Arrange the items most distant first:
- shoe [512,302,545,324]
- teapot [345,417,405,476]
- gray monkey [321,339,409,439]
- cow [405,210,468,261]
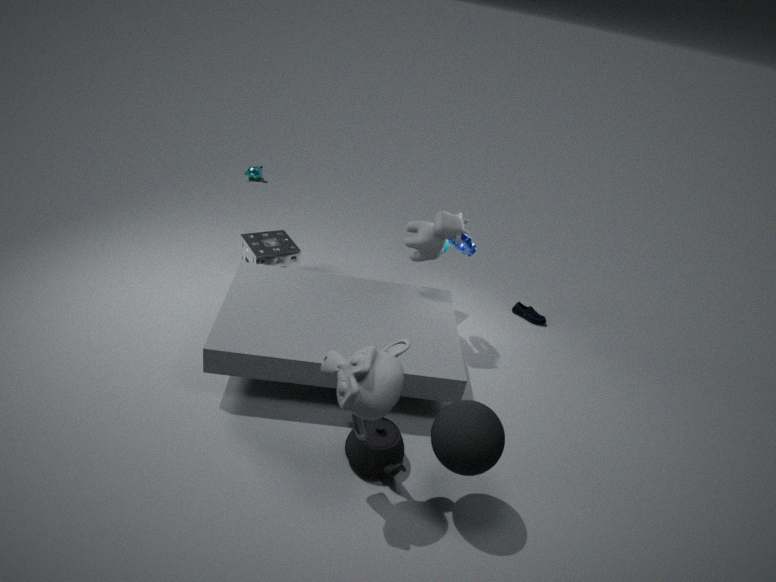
shoe [512,302,545,324] → cow [405,210,468,261] → teapot [345,417,405,476] → gray monkey [321,339,409,439]
